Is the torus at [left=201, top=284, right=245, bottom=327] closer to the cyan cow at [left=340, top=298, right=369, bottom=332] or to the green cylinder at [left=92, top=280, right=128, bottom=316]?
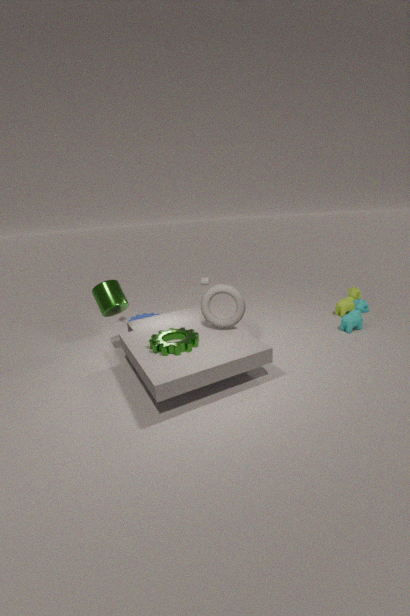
the green cylinder at [left=92, top=280, right=128, bottom=316]
